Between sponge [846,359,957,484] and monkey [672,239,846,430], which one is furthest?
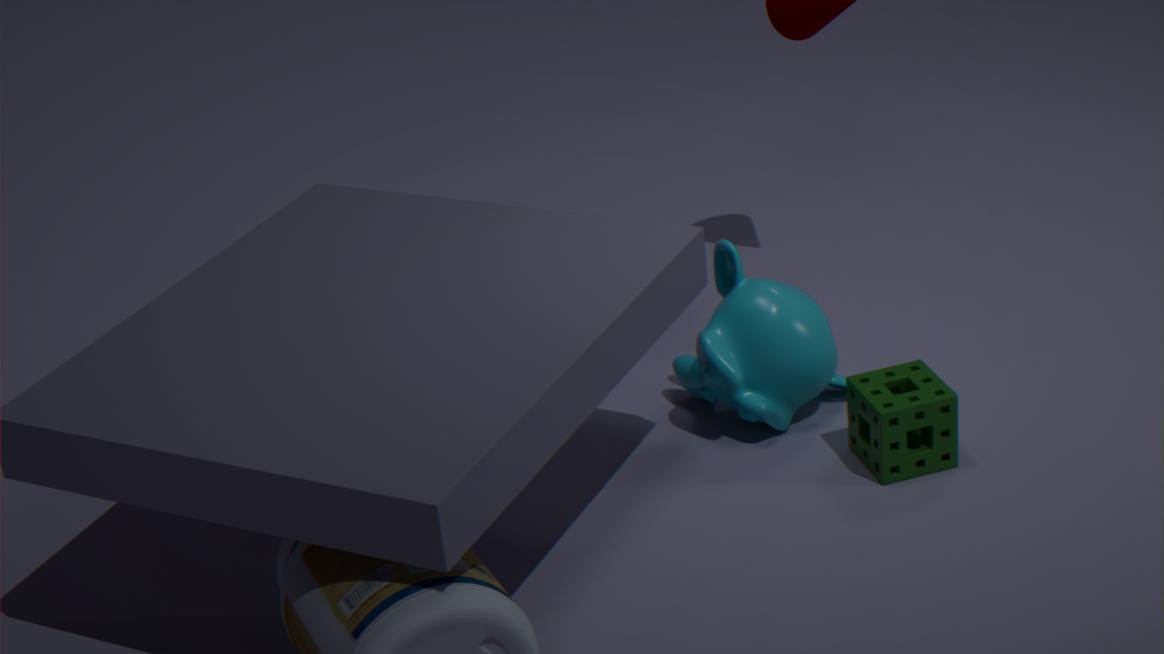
monkey [672,239,846,430]
